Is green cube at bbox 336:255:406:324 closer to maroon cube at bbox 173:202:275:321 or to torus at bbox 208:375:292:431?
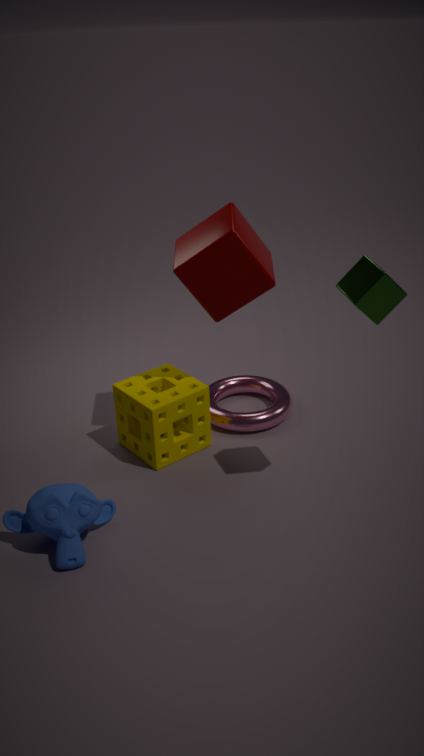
maroon cube at bbox 173:202:275:321
